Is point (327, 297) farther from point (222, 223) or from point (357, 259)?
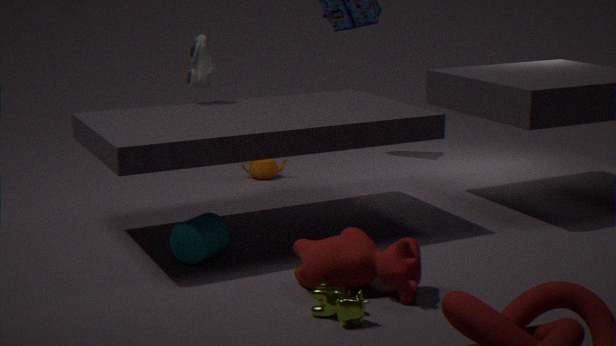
point (222, 223)
